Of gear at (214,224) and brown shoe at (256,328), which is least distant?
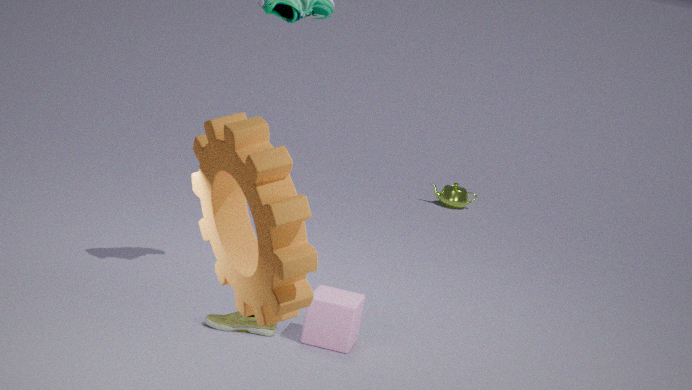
gear at (214,224)
